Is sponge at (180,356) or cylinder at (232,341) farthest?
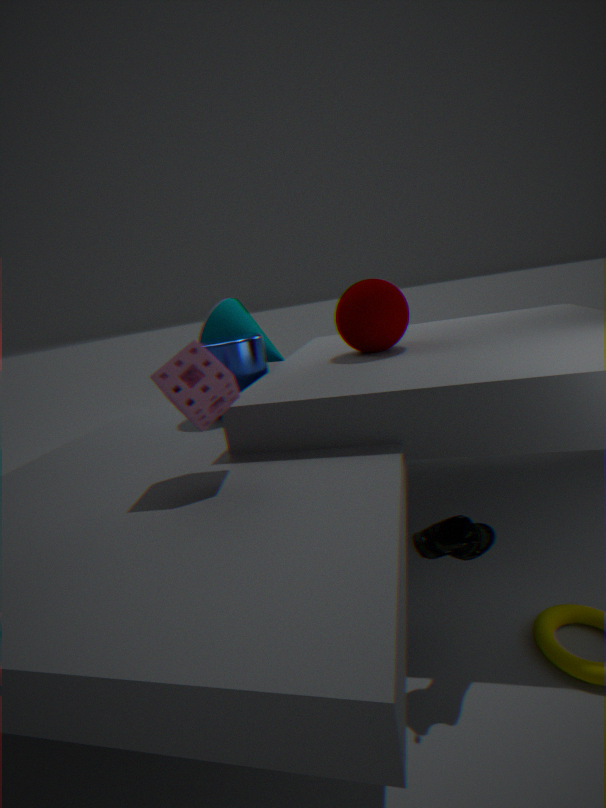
cylinder at (232,341)
